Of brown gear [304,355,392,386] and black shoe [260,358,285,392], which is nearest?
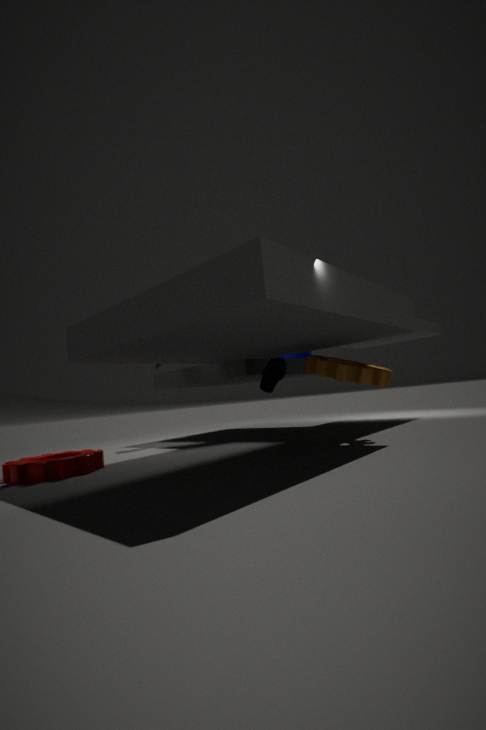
brown gear [304,355,392,386]
